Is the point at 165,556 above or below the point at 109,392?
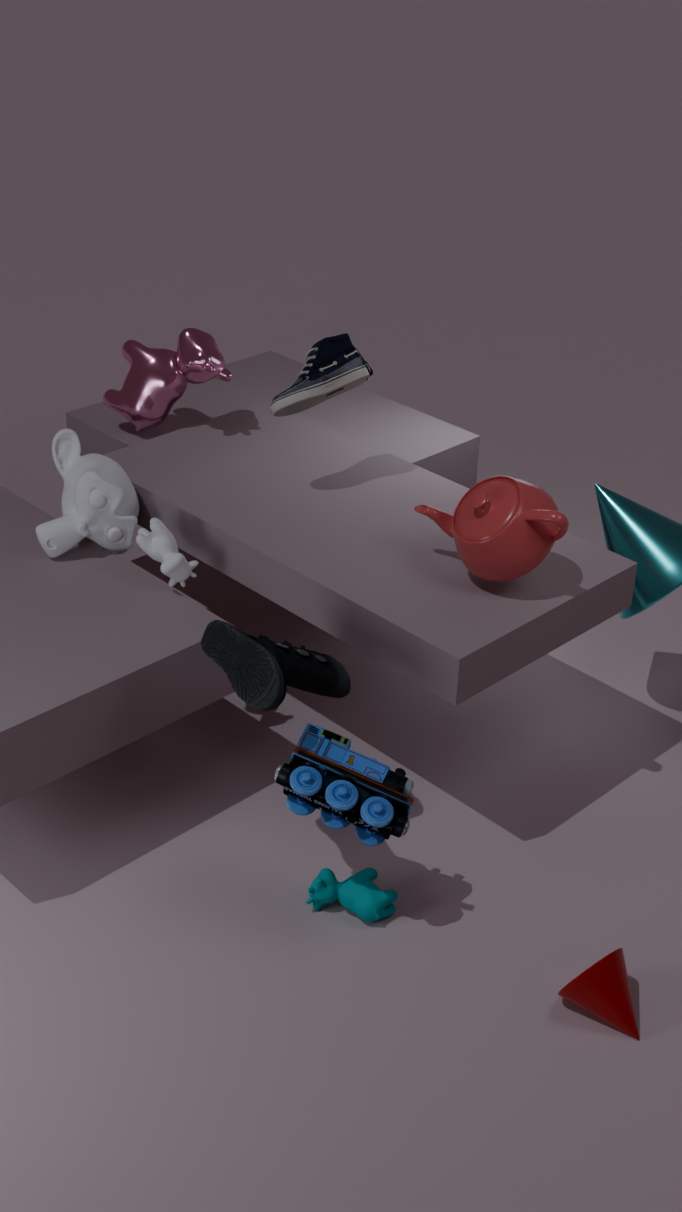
below
